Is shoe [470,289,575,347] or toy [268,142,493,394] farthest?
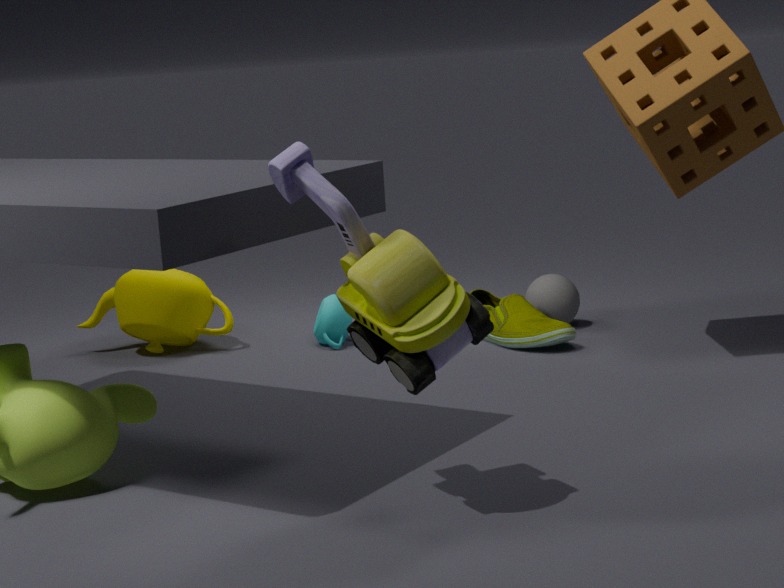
shoe [470,289,575,347]
